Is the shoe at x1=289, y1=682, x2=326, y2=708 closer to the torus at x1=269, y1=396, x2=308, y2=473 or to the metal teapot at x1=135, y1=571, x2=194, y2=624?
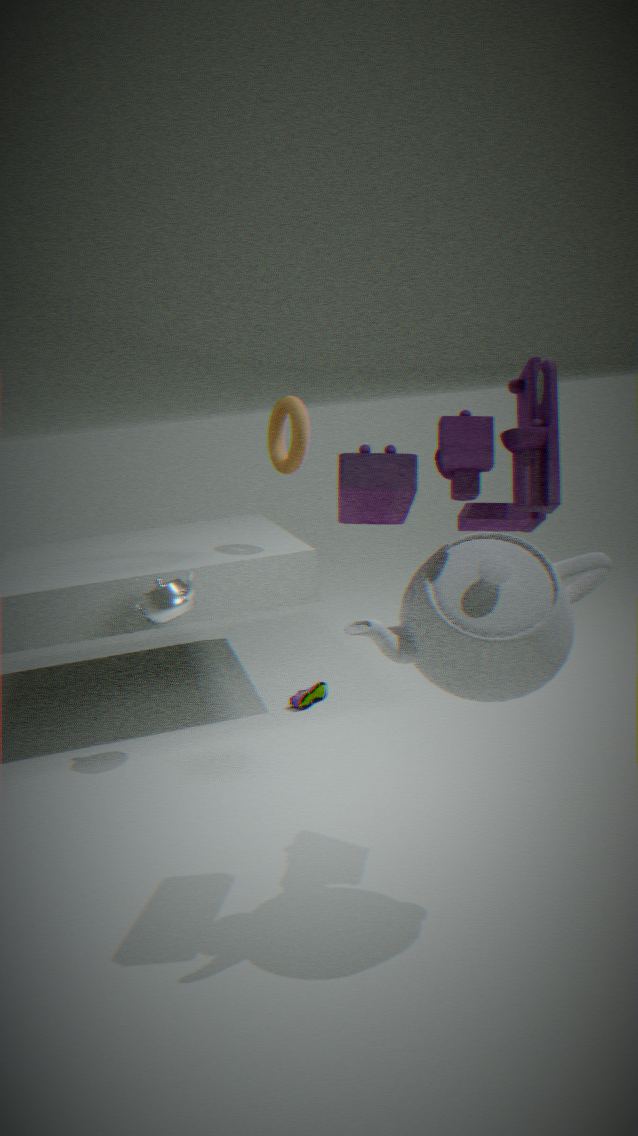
the metal teapot at x1=135, y1=571, x2=194, y2=624
